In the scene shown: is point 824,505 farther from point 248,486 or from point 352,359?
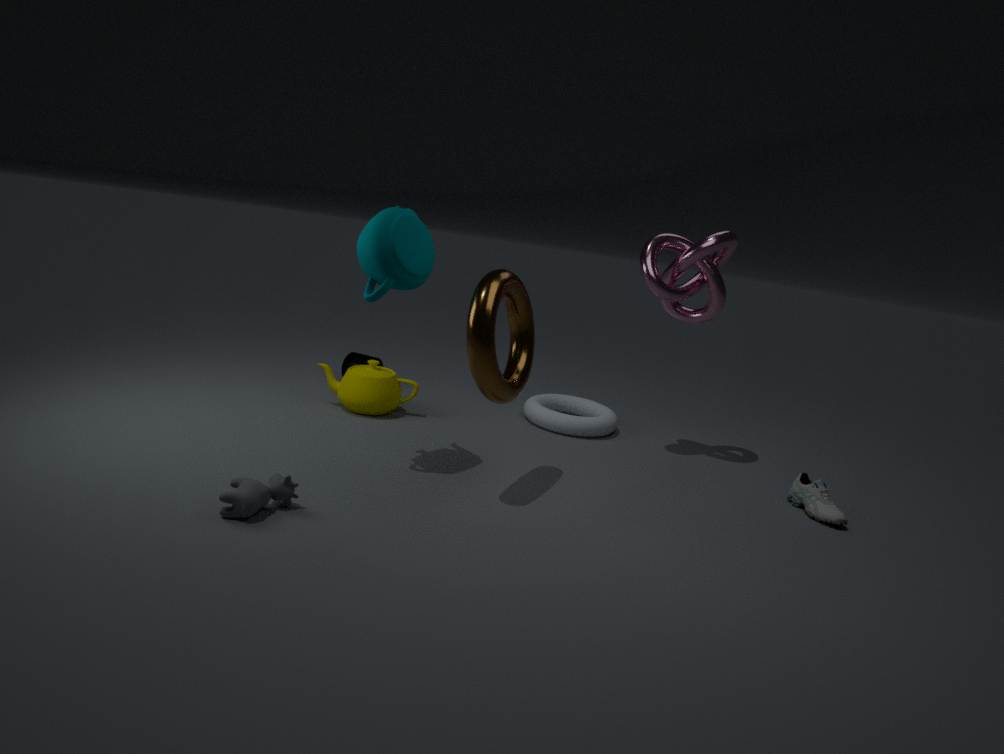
point 352,359
